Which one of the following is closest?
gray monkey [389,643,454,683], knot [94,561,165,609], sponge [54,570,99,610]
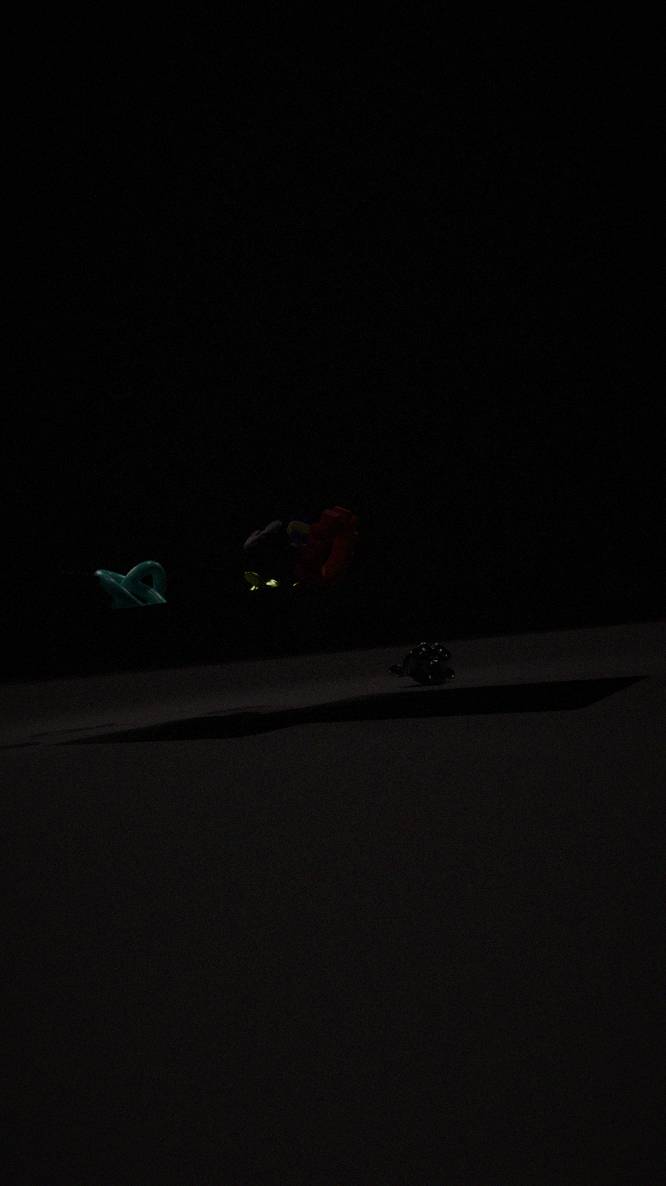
sponge [54,570,99,610]
